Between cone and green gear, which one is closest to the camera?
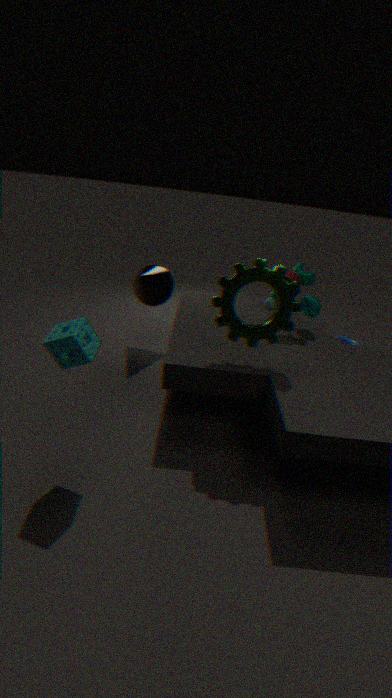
green gear
